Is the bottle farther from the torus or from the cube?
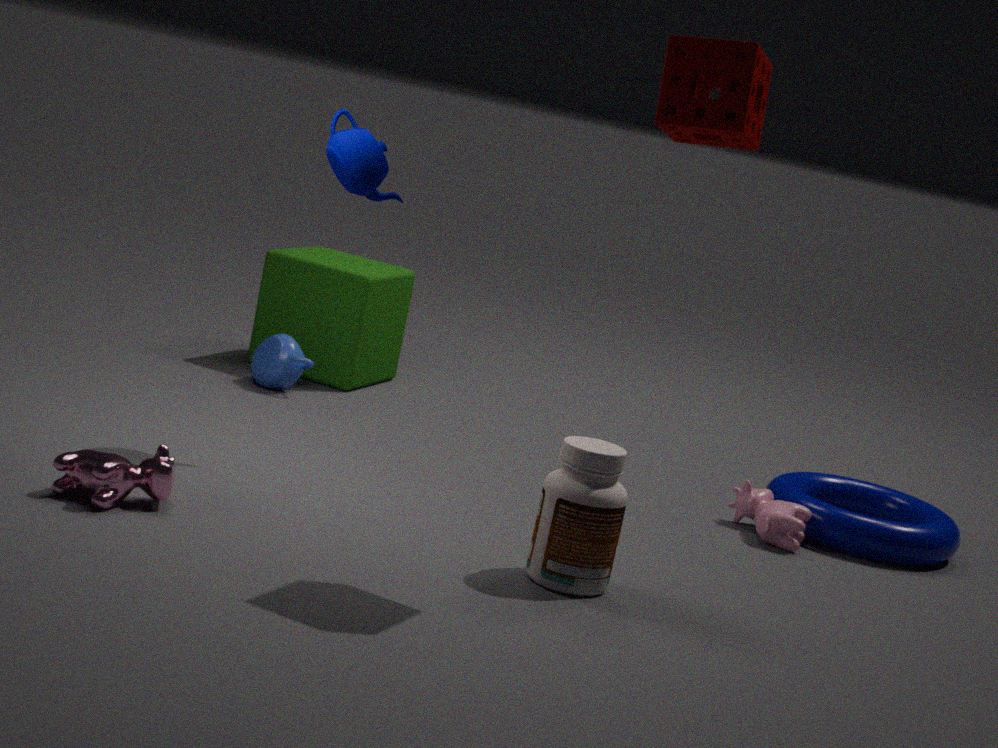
the cube
